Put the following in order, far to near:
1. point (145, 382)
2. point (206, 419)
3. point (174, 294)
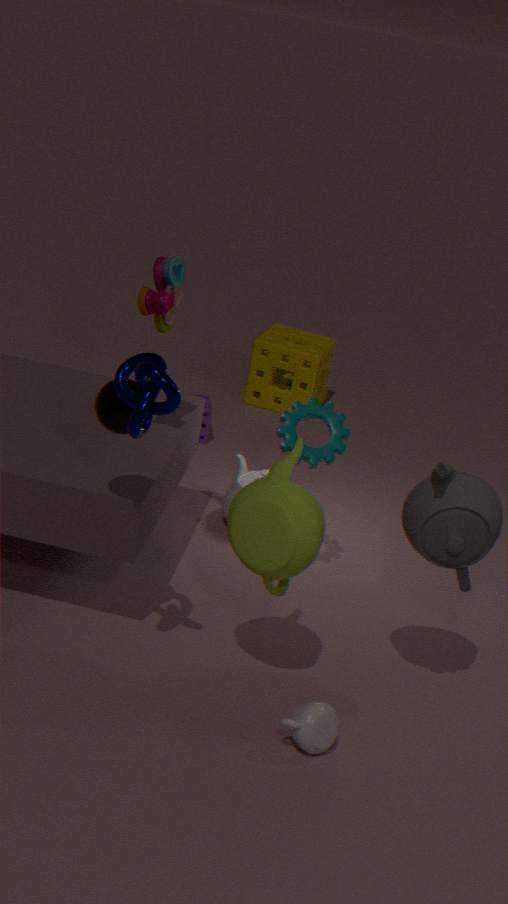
point (206, 419), point (174, 294), point (145, 382)
